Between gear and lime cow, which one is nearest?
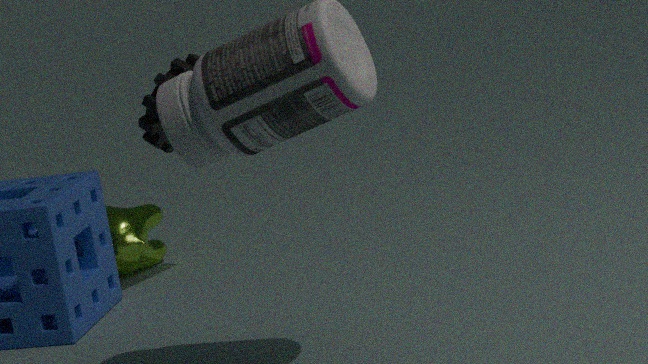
gear
